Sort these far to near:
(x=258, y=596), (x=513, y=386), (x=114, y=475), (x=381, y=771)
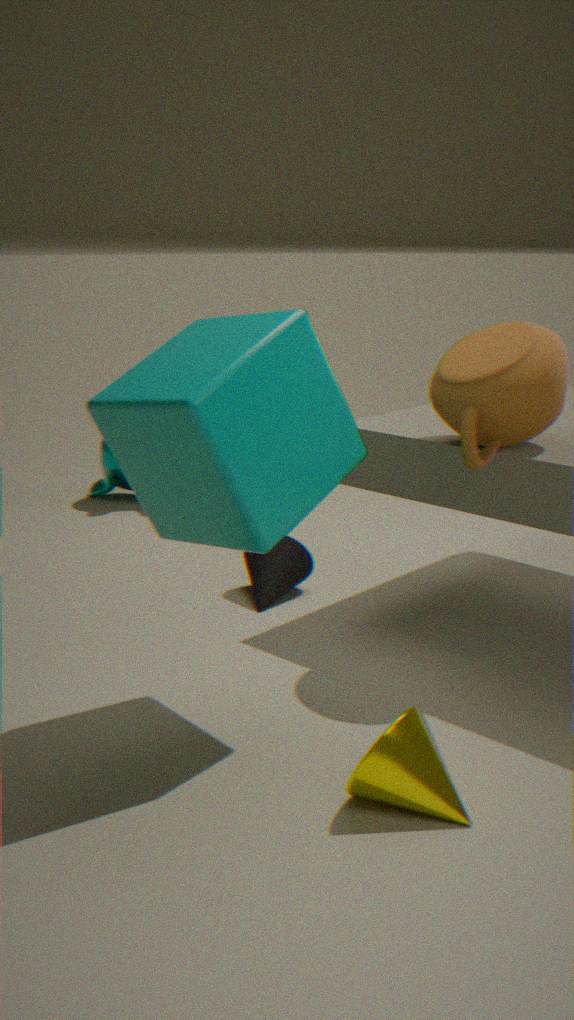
1. (x=114, y=475)
2. (x=258, y=596)
3. (x=513, y=386)
4. (x=381, y=771)
